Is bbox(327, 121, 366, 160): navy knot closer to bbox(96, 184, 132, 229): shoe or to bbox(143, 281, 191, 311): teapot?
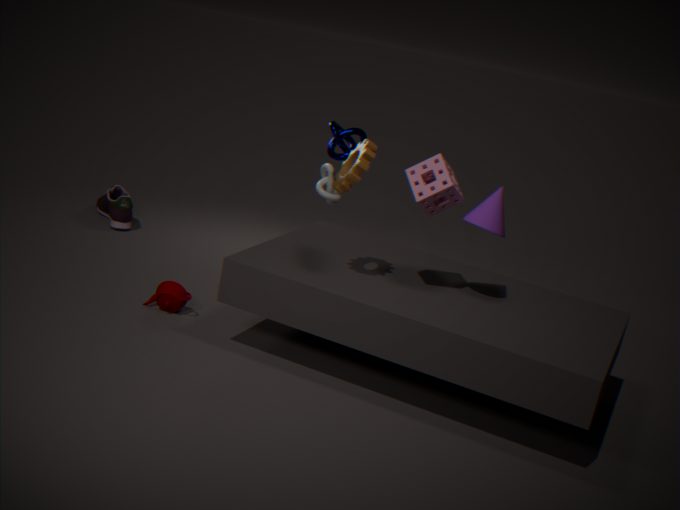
bbox(143, 281, 191, 311): teapot
